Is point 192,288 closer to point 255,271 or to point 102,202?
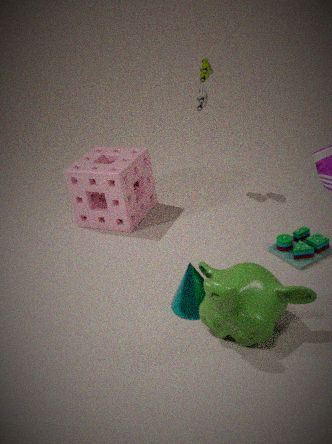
point 255,271
